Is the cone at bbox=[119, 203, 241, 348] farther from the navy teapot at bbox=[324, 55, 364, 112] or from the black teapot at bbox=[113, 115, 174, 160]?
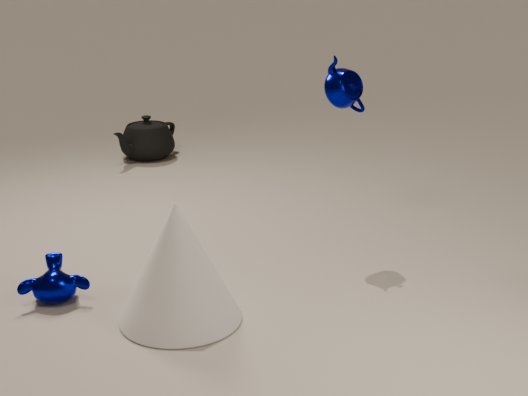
the black teapot at bbox=[113, 115, 174, 160]
